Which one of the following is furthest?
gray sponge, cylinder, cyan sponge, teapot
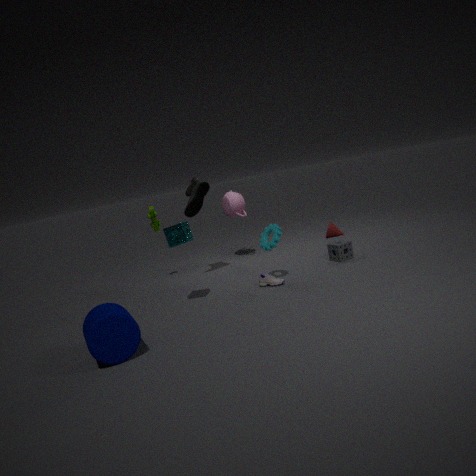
teapot
